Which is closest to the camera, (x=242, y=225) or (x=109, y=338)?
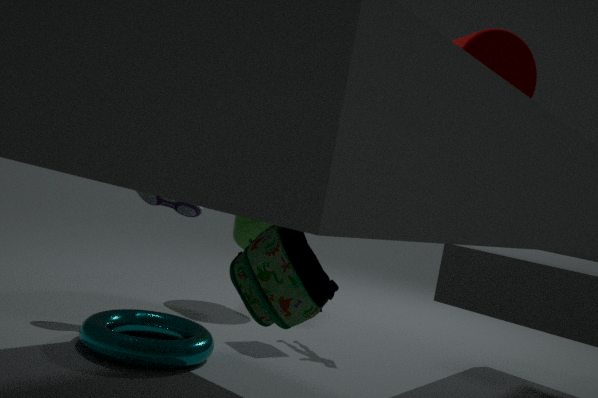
(x=109, y=338)
